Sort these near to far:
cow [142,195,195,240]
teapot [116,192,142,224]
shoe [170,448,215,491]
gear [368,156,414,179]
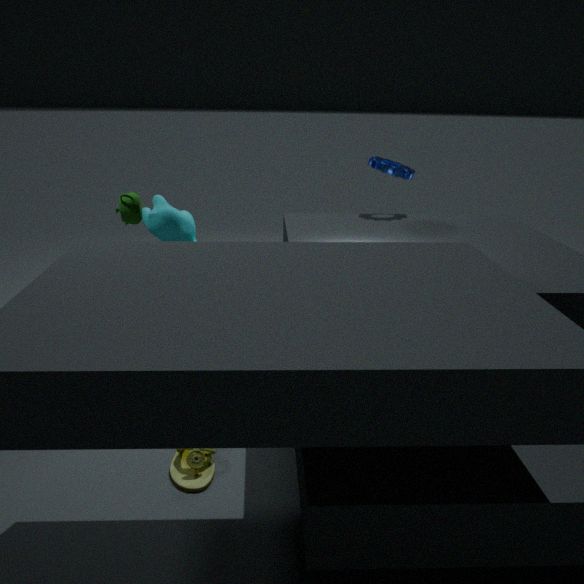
shoe [170,448,215,491]
teapot [116,192,142,224]
cow [142,195,195,240]
gear [368,156,414,179]
